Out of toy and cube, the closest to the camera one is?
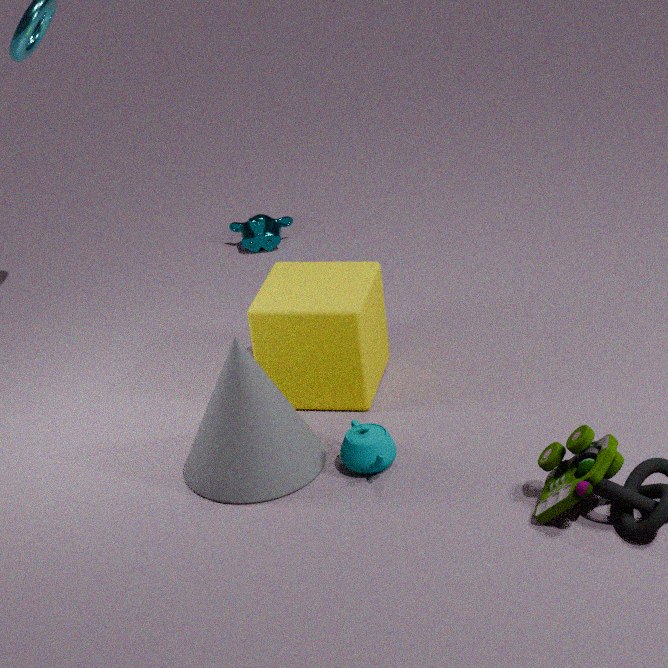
toy
